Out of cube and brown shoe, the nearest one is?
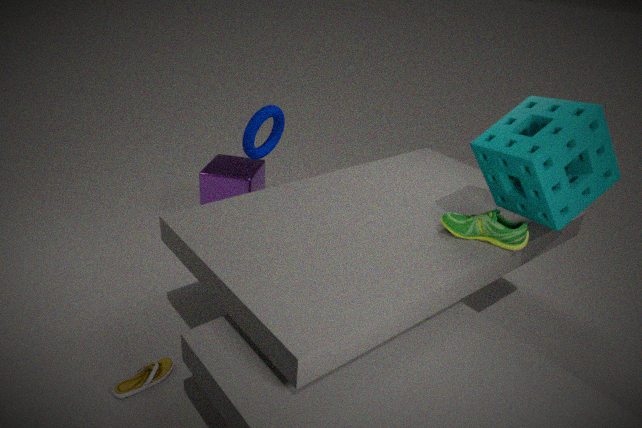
brown shoe
